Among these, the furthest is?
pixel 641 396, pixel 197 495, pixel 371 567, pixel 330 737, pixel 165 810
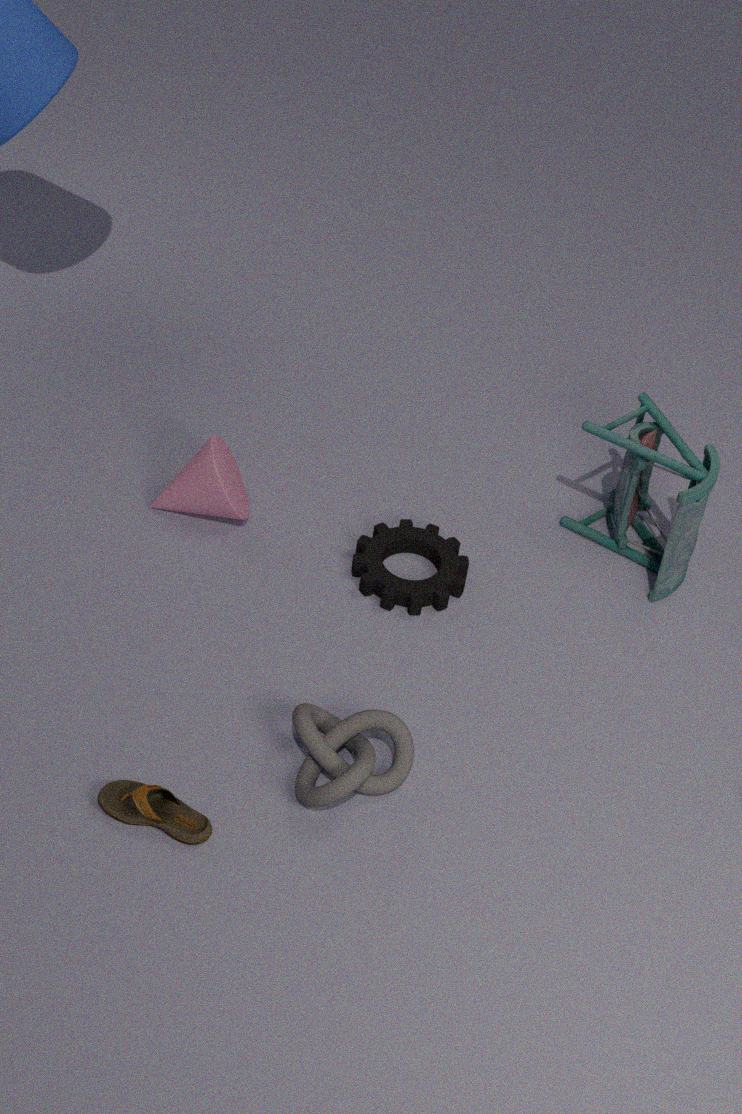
pixel 641 396
